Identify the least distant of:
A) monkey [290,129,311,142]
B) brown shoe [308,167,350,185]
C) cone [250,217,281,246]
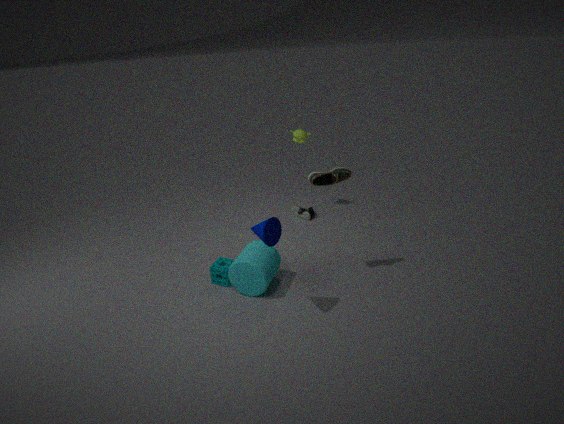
cone [250,217,281,246]
